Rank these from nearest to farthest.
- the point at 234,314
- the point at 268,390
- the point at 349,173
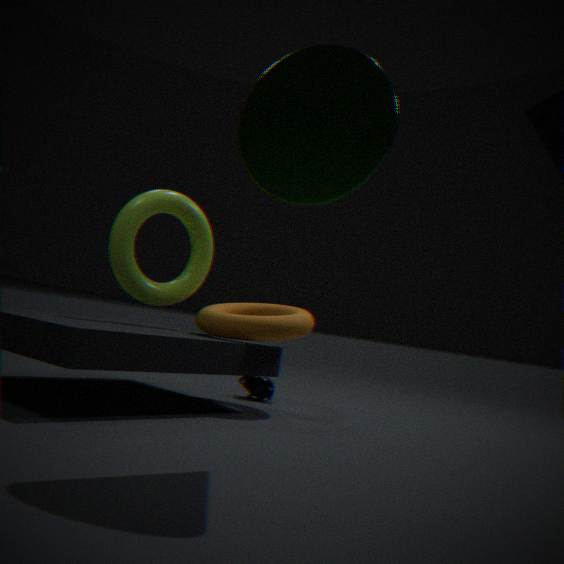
1. the point at 349,173
2. the point at 234,314
3. the point at 268,390
